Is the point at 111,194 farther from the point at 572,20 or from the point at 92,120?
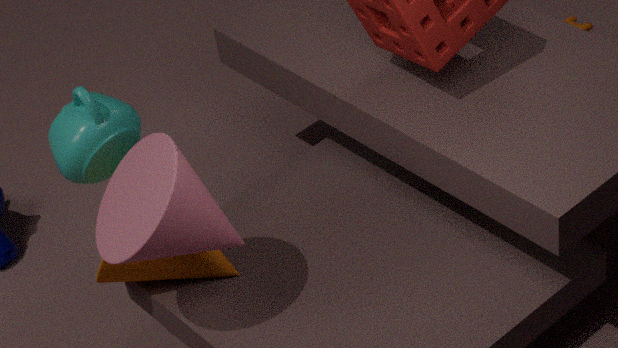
the point at 572,20
